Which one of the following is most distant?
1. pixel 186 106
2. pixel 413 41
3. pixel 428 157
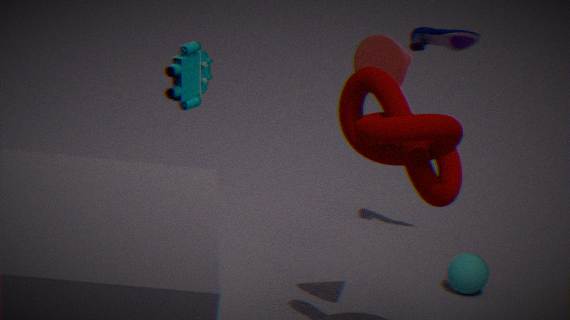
pixel 413 41
